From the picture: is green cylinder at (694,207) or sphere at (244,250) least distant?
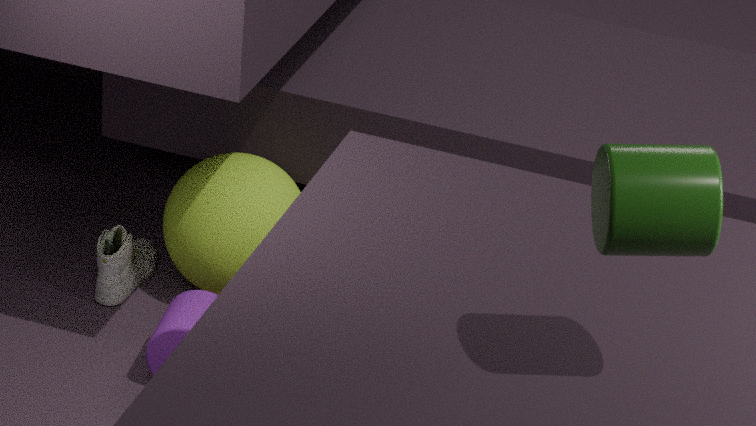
green cylinder at (694,207)
